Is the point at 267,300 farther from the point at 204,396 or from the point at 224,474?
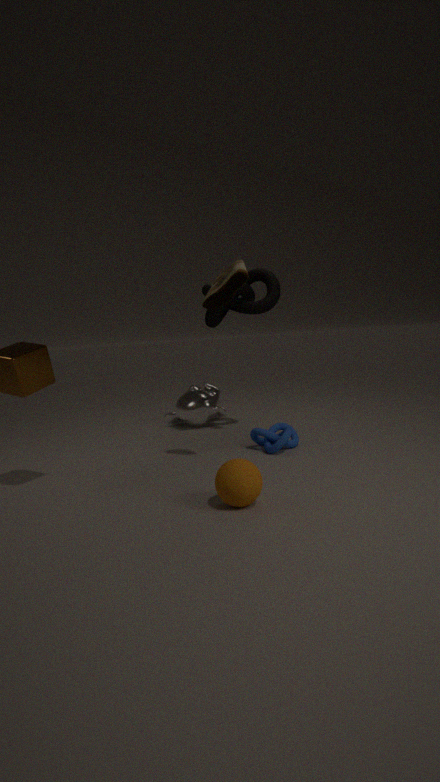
the point at 224,474
